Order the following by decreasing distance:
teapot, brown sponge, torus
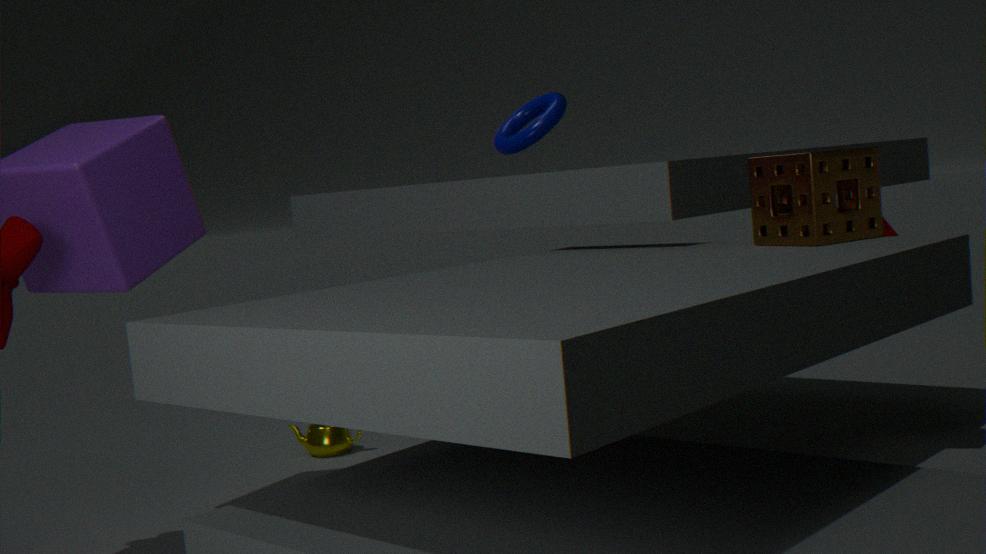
teapot → torus → brown sponge
